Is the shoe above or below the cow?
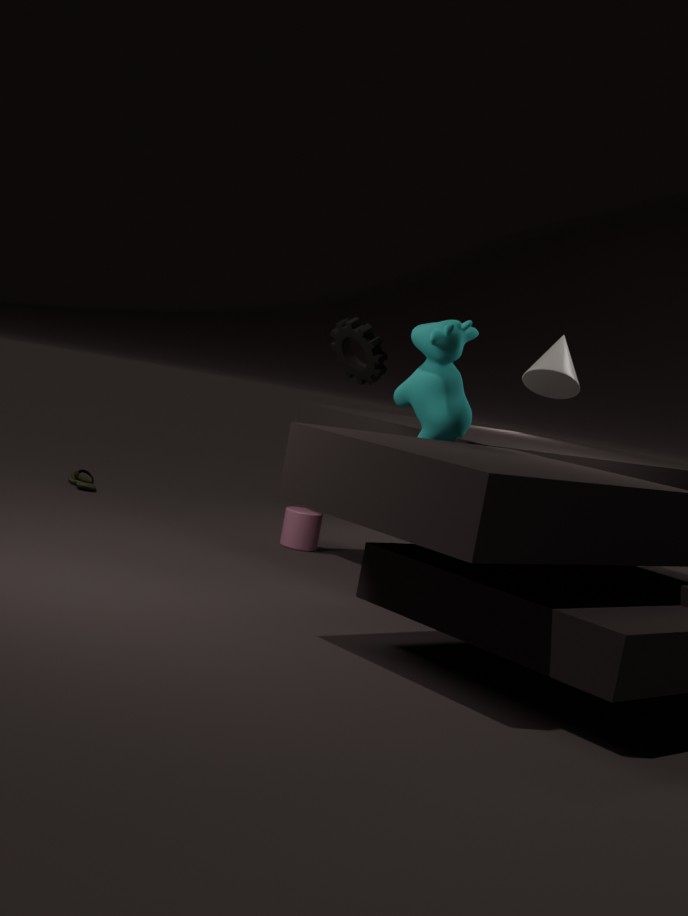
below
